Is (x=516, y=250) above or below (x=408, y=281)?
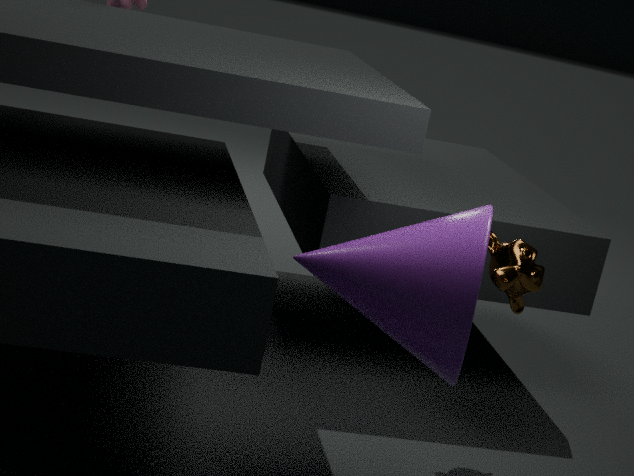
below
